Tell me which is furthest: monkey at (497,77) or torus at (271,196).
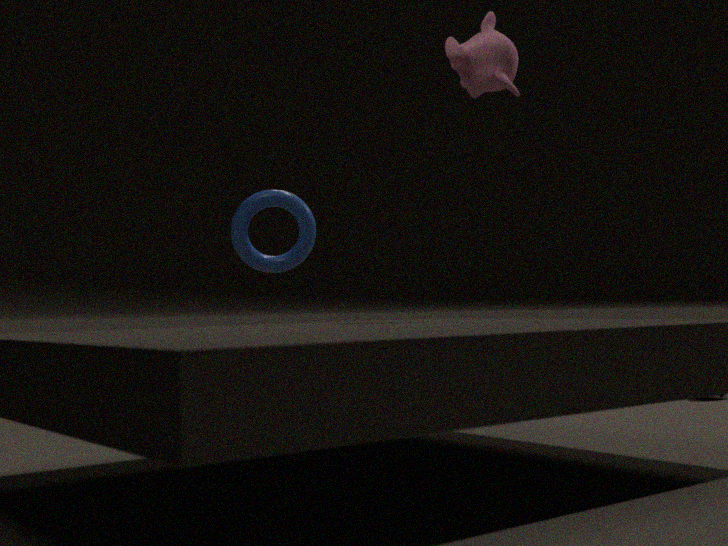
torus at (271,196)
